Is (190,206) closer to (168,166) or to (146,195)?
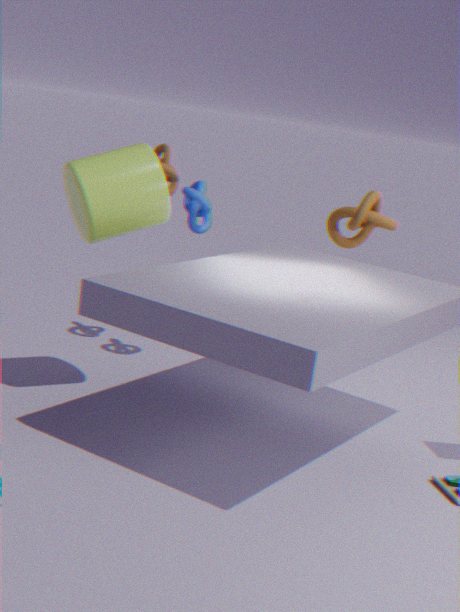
(168,166)
